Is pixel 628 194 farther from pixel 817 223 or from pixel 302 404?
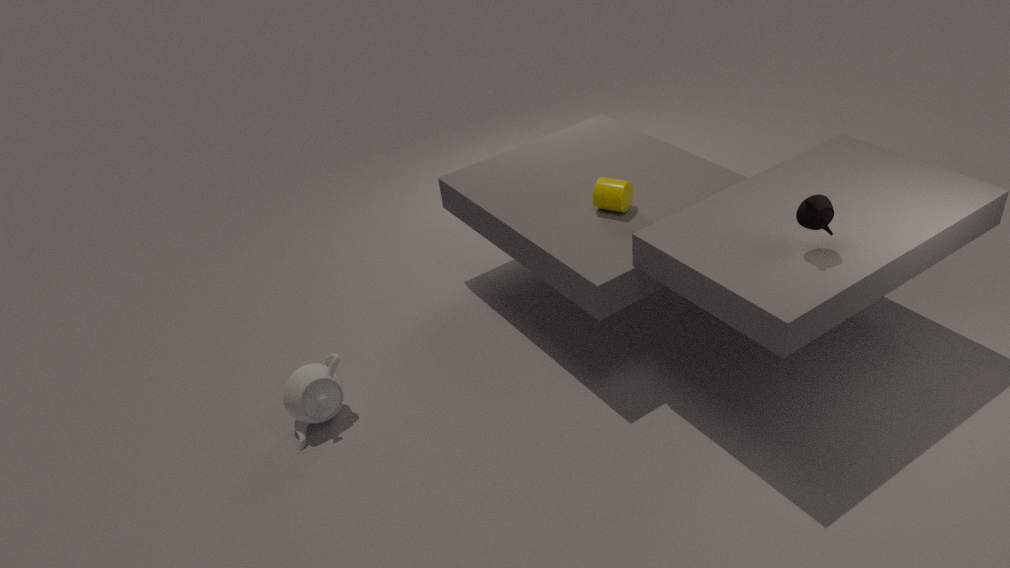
pixel 302 404
